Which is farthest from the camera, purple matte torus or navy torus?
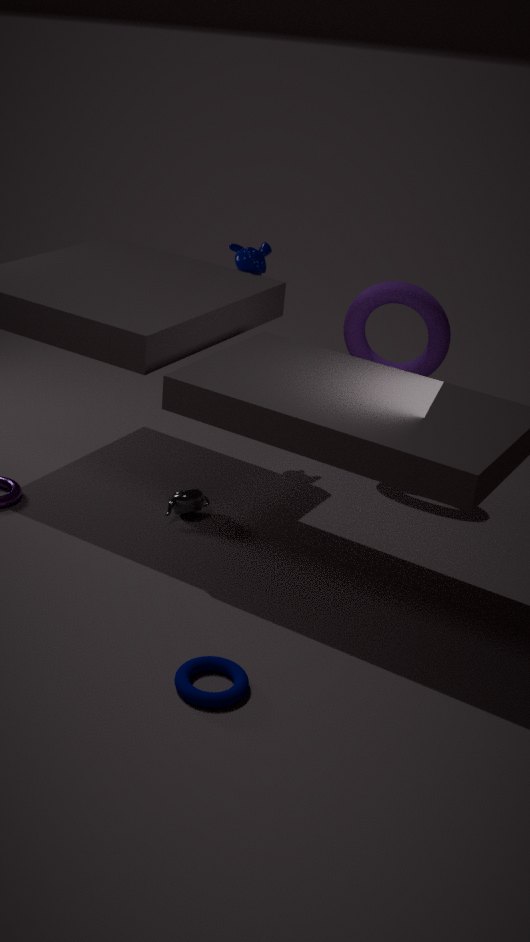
purple matte torus
